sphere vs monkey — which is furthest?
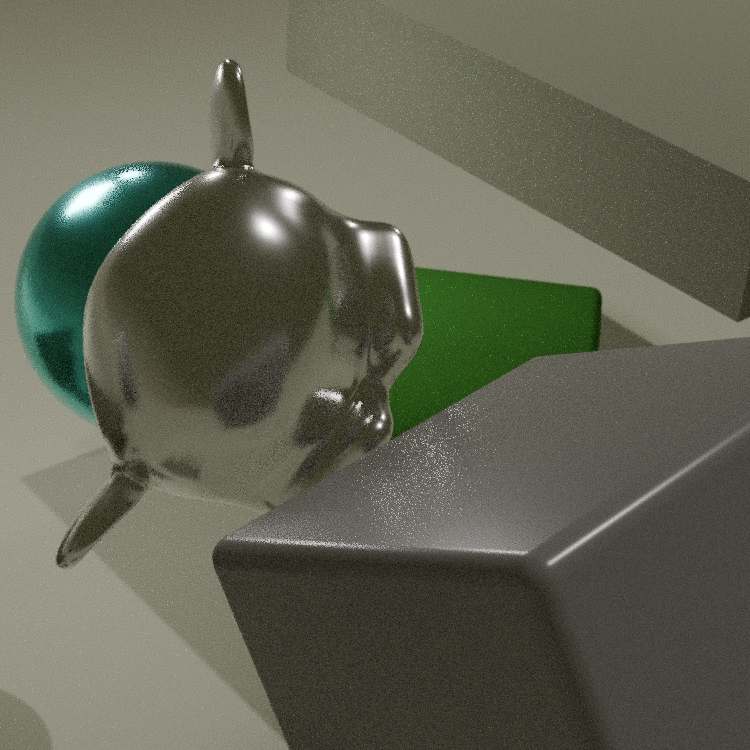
sphere
